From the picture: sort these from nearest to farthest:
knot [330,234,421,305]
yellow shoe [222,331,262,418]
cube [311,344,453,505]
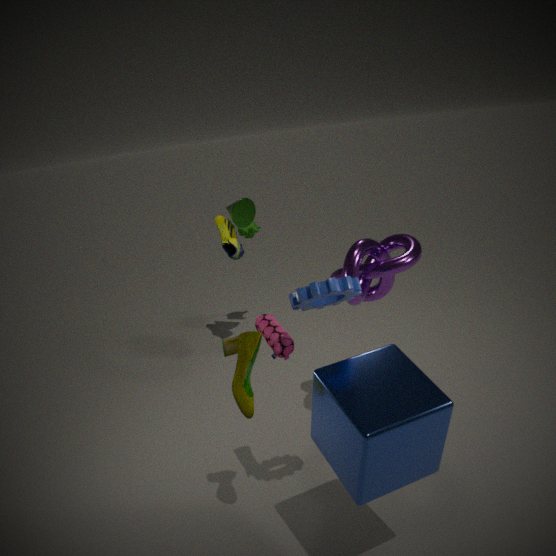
cube [311,344,453,505]
yellow shoe [222,331,262,418]
knot [330,234,421,305]
